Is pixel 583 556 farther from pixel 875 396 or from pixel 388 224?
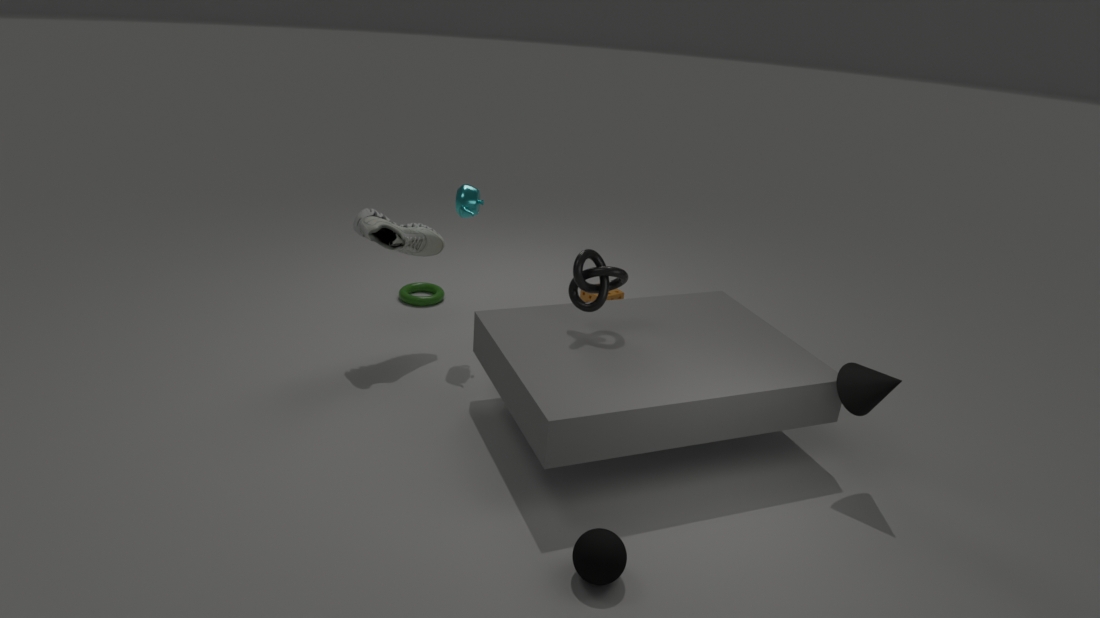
pixel 388 224
